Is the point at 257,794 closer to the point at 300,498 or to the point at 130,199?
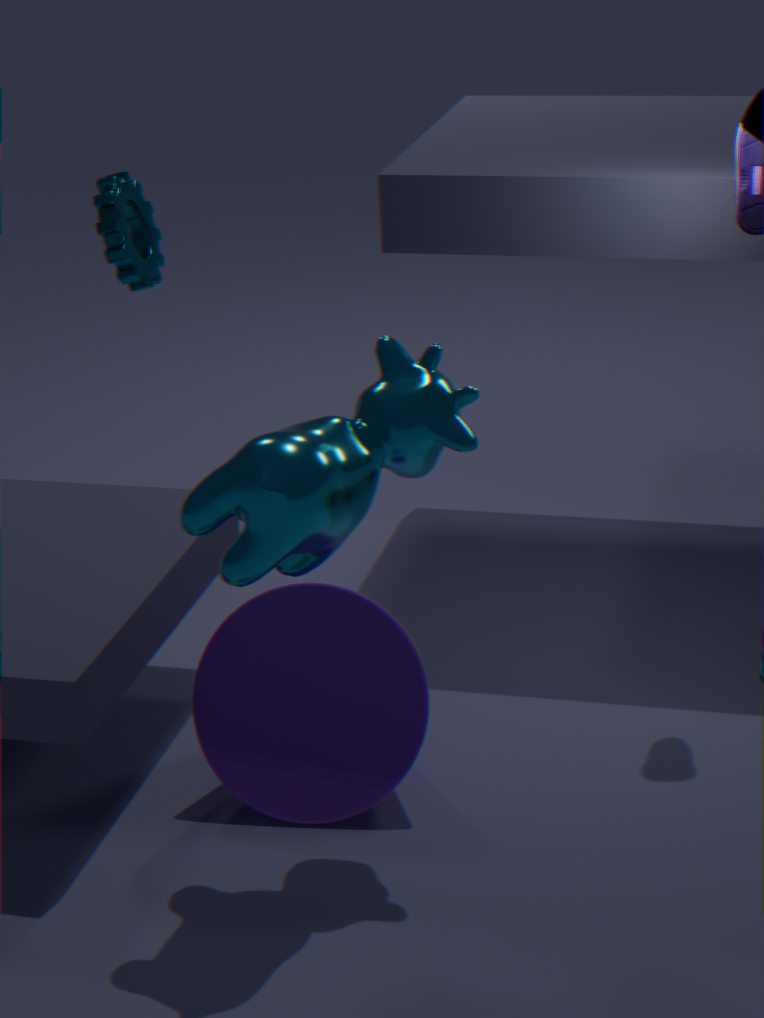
the point at 300,498
